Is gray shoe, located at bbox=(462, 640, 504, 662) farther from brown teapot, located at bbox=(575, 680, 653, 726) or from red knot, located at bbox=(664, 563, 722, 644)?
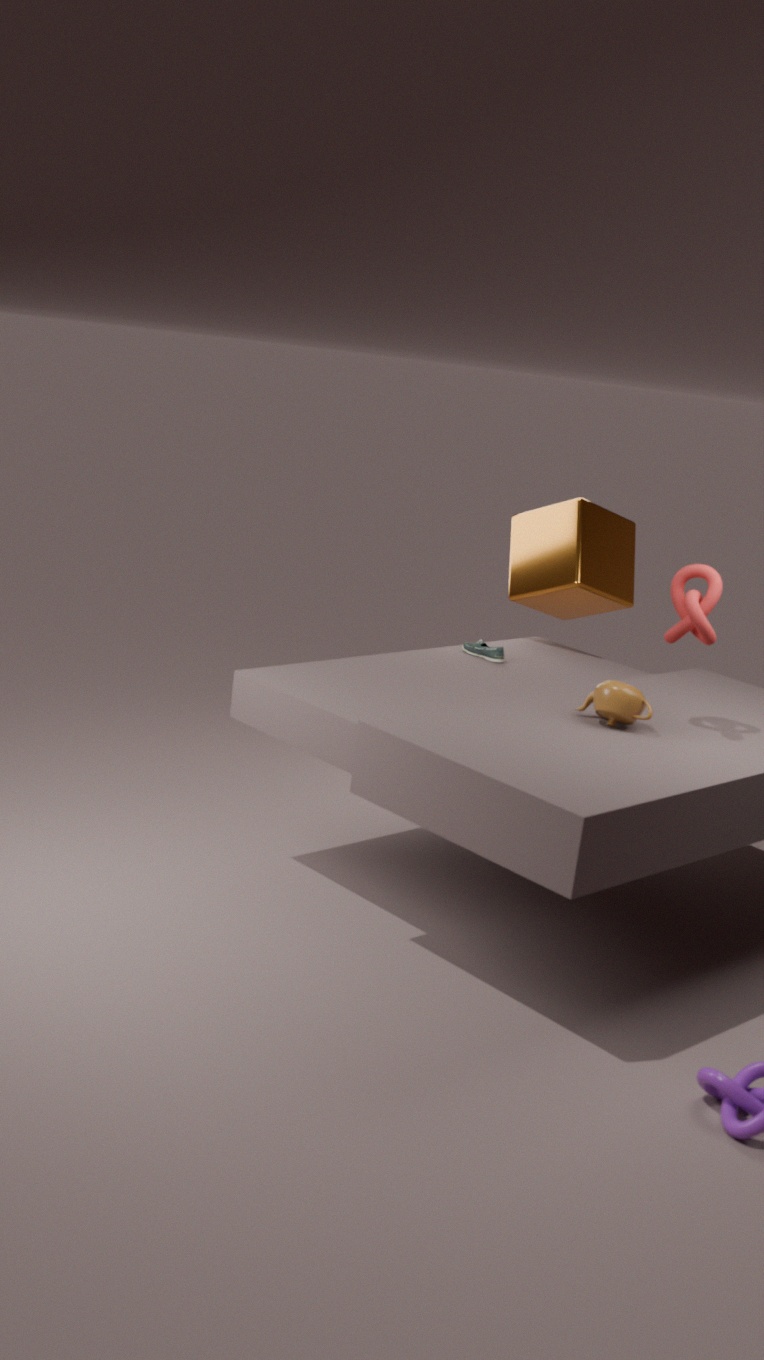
red knot, located at bbox=(664, 563, 722, 644)
